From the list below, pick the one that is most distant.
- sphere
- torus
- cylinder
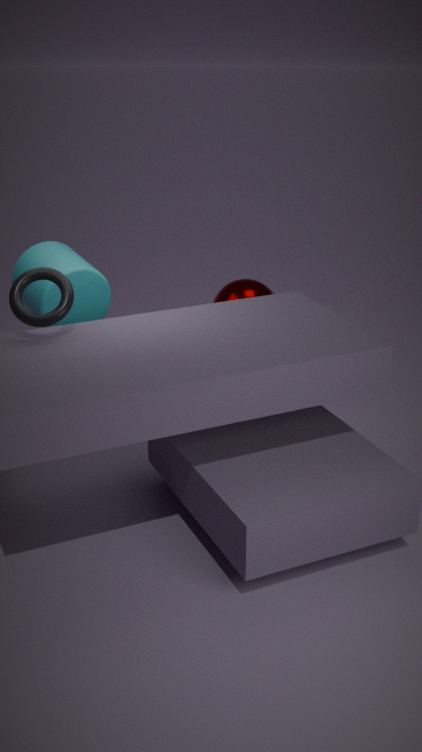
sphere
